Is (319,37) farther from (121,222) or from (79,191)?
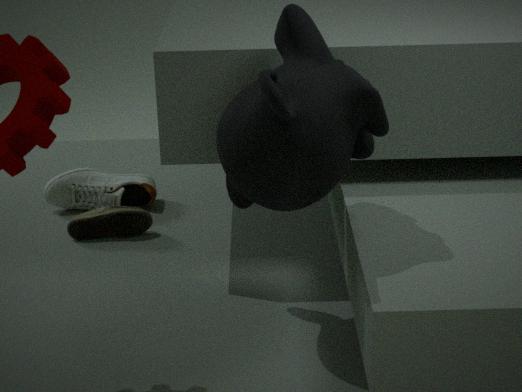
(79,191)
